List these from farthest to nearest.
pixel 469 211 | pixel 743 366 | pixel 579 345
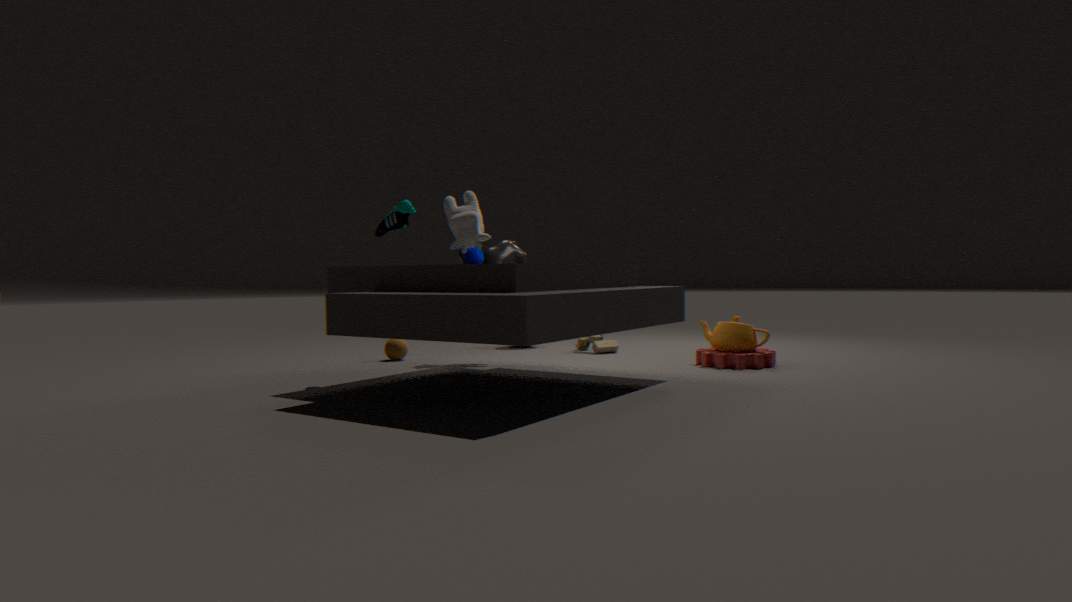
pixel 579 345 < pixel 743 366 < pixel 469 211
